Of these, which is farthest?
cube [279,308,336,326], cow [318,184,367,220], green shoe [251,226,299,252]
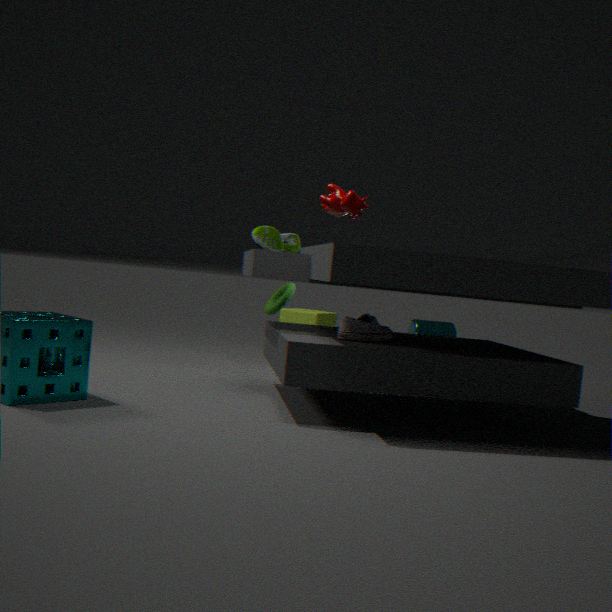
cube [279,308,336,326]
